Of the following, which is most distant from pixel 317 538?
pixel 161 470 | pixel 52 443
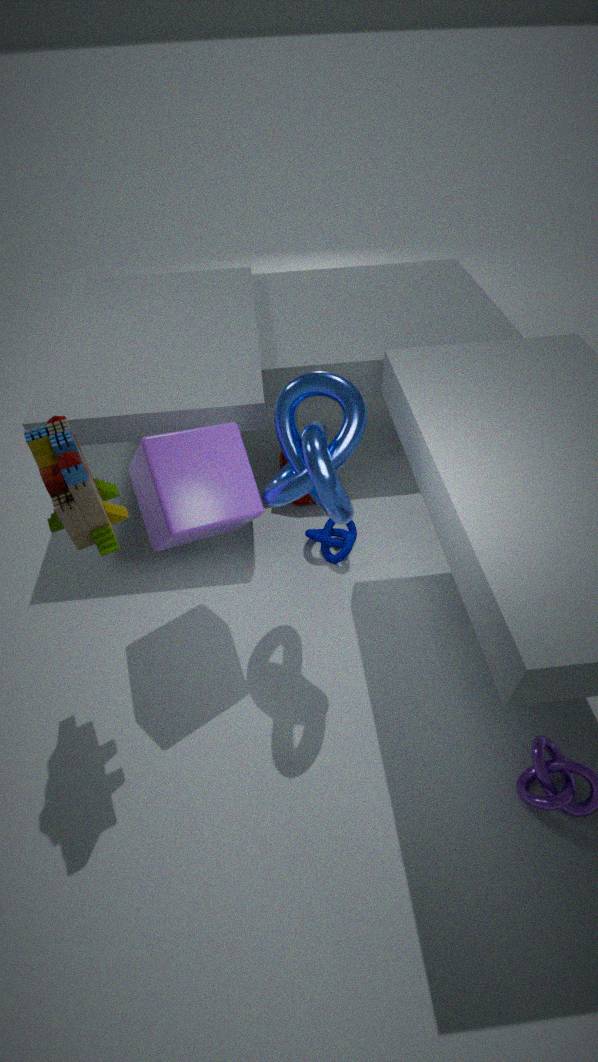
pixel 52 443
